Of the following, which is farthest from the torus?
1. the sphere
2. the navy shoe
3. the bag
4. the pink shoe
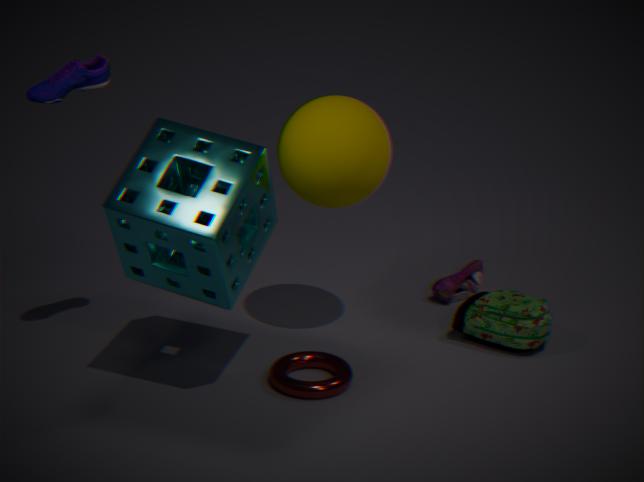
the navy shoe
